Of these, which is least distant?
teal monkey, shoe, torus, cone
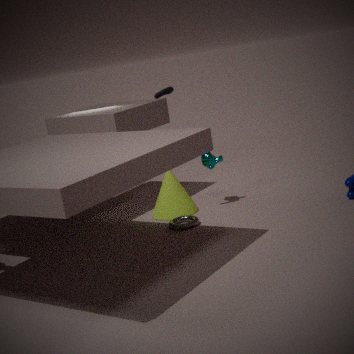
torus
